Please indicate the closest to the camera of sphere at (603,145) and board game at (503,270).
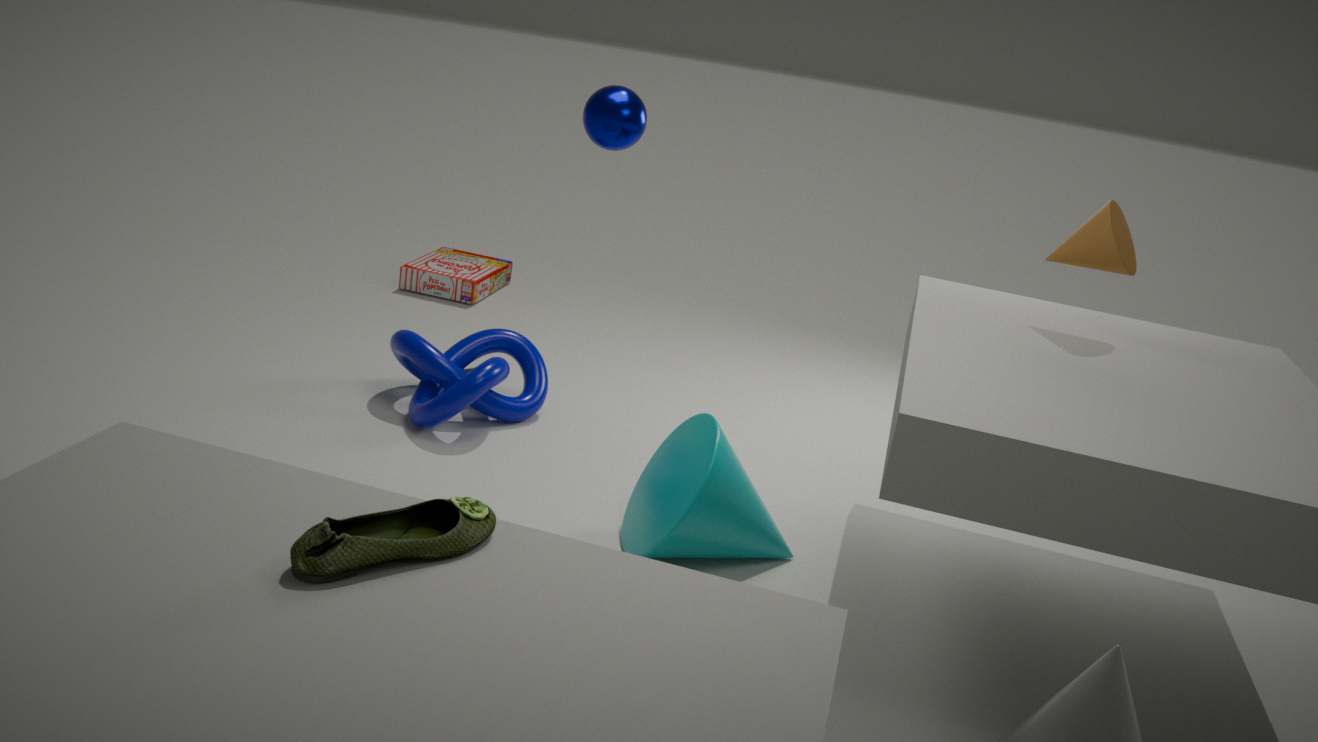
sphere at (603,145)
